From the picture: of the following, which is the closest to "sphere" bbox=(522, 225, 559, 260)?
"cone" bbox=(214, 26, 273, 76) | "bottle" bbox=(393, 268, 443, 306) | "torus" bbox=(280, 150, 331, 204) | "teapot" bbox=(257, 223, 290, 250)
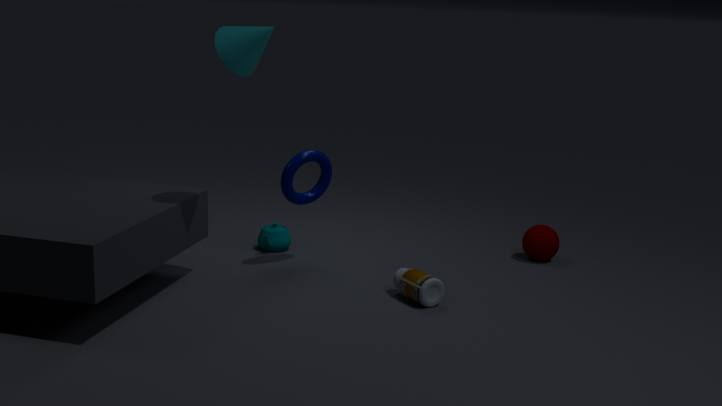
"bottle" bbox=(393, 268, 443, 306)
